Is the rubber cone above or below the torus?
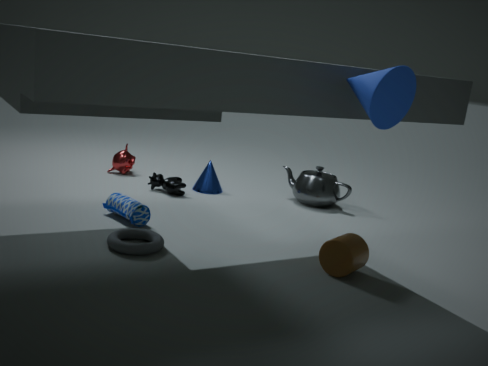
above
